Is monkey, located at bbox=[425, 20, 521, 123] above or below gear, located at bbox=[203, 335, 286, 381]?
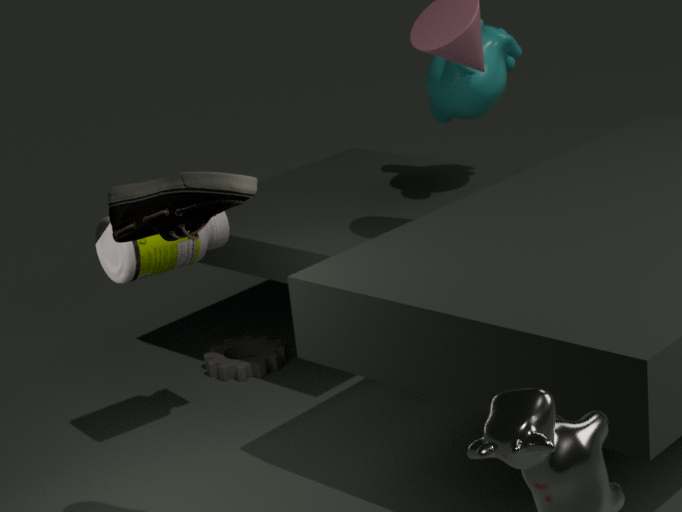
above
